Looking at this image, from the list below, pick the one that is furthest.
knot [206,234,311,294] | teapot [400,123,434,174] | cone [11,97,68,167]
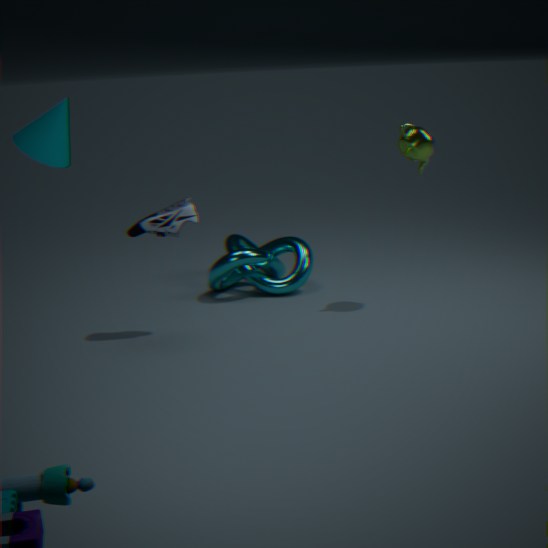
knot [206,234,311,294]
